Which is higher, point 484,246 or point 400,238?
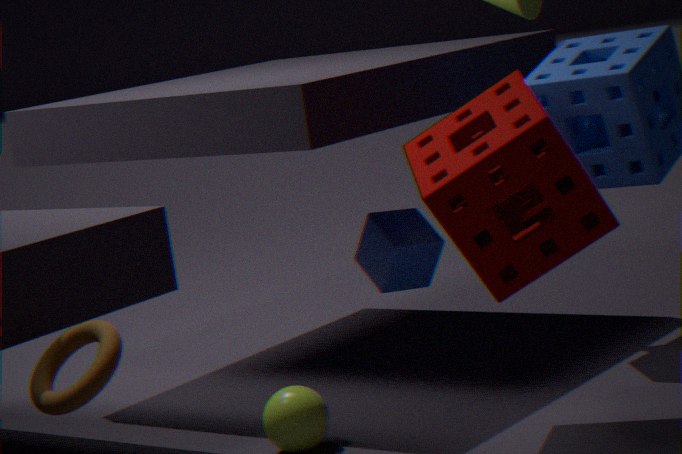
point 484,246
